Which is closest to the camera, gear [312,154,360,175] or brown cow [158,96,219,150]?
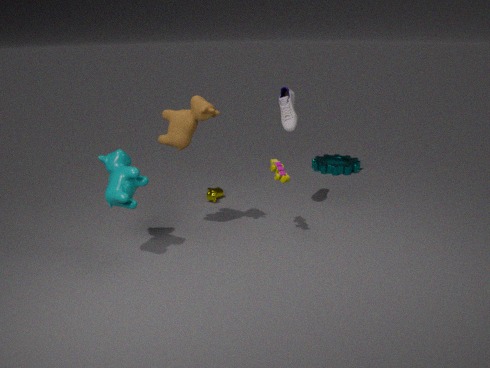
brown cow [158,96,219,150]
